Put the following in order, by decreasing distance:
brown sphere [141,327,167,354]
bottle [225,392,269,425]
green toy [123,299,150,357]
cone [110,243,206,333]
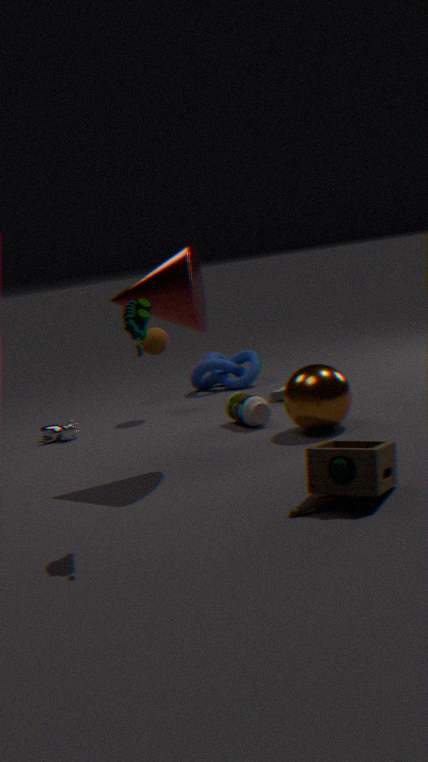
brown sphere [141,327,167,354] → bottle [225,392,269,425] → cone [110,243,206,333] → green toy [123,299,150,357]
